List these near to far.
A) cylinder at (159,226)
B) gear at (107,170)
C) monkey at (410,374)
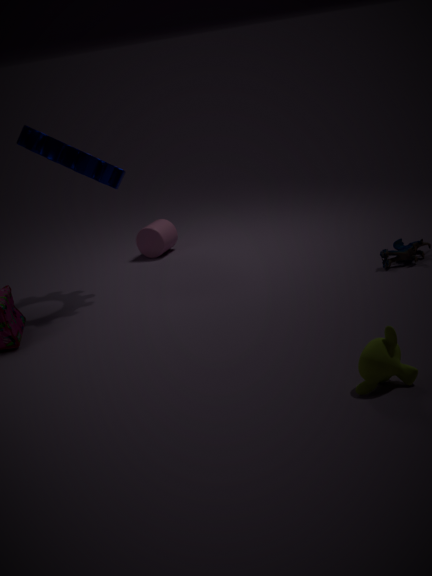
monkey at (410,374) < gear at (107,170) < cylinder at (159,226)
